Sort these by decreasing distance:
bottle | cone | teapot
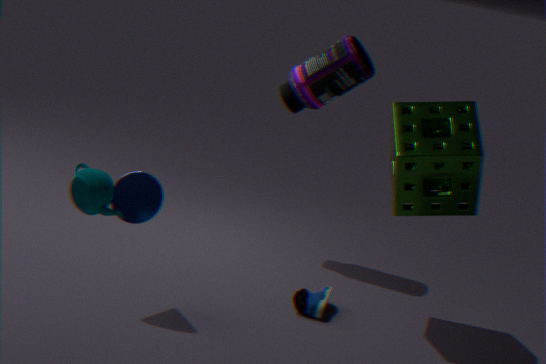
bottle
cone
teapot
